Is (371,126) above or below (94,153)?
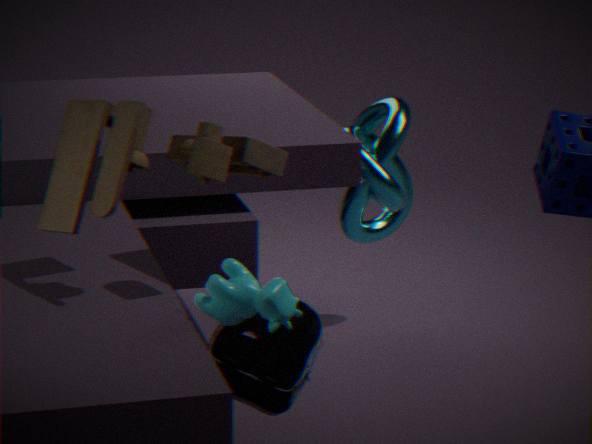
below
